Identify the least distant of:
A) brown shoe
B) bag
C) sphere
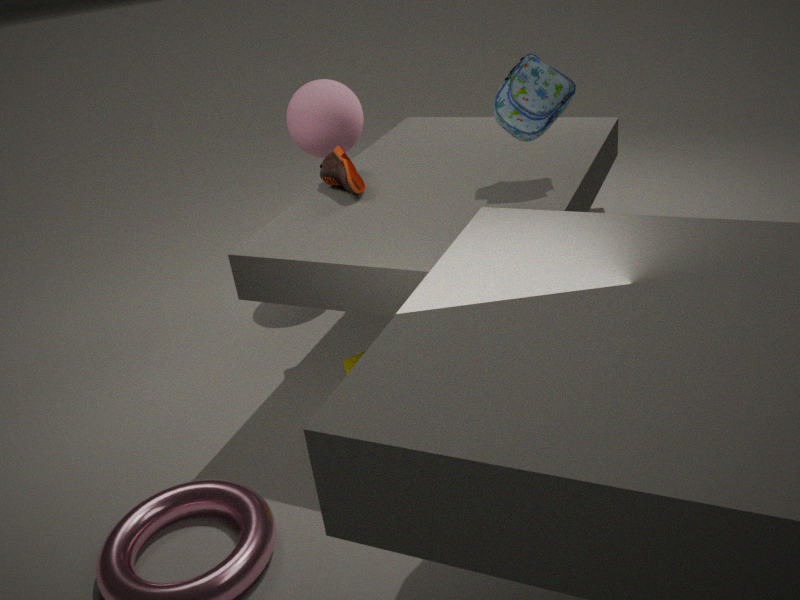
bag
